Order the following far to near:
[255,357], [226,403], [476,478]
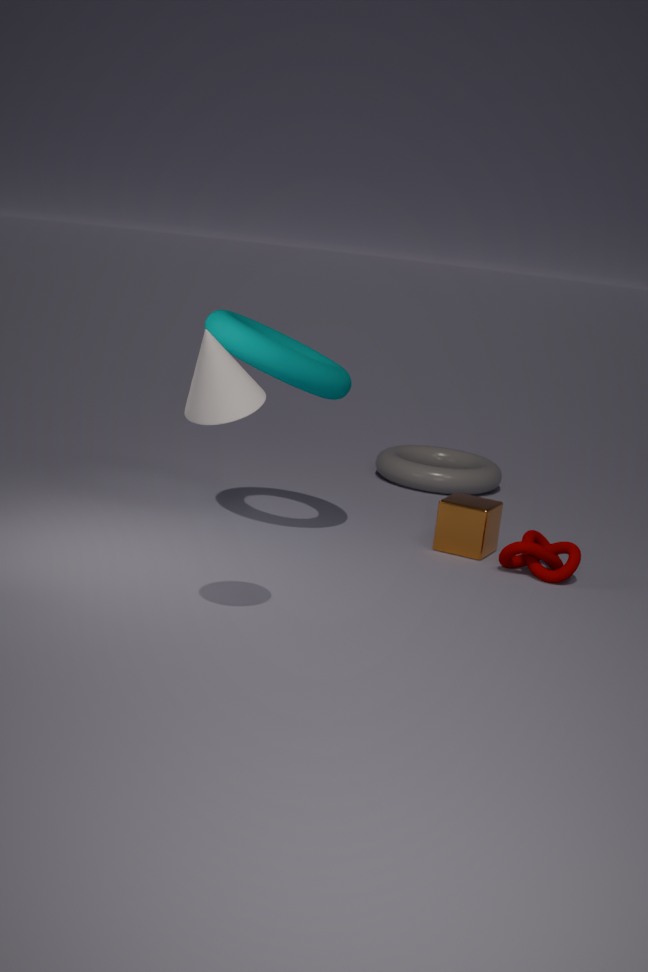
[476,478] → [255,357] → [226,403]
